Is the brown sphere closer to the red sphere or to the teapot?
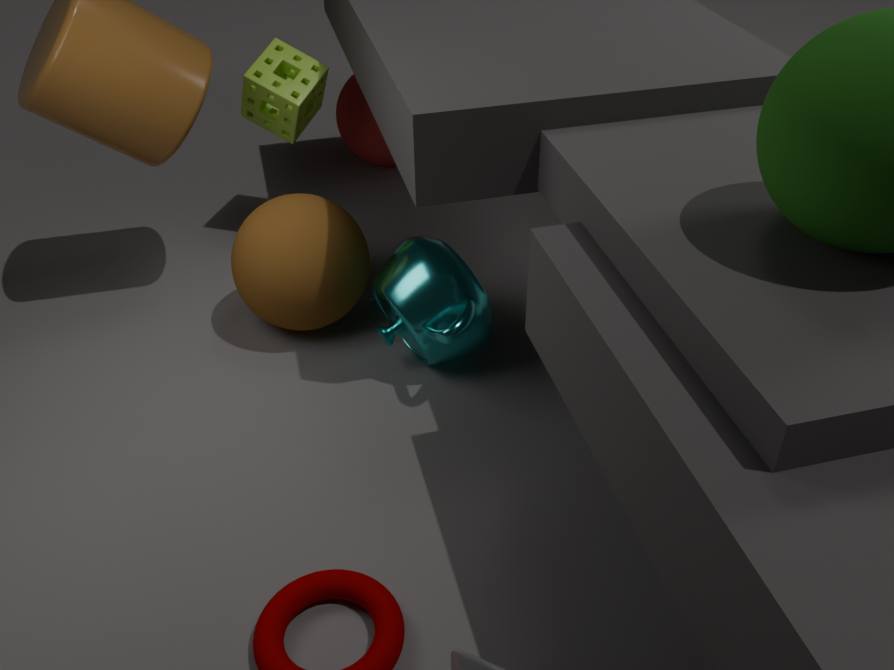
the teapot
